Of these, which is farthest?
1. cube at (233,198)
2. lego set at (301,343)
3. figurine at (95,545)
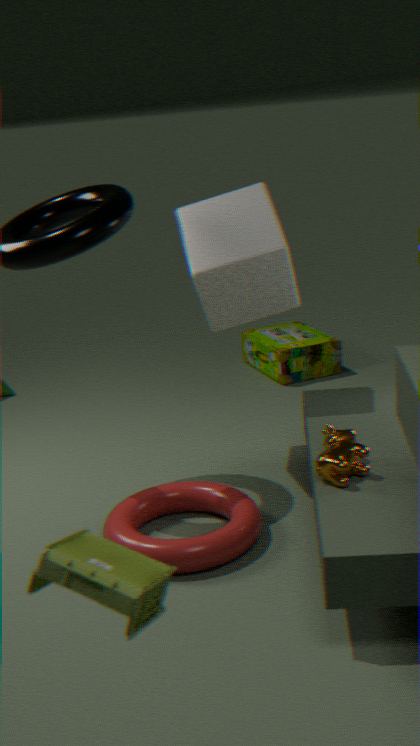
lego set at (301,343)
